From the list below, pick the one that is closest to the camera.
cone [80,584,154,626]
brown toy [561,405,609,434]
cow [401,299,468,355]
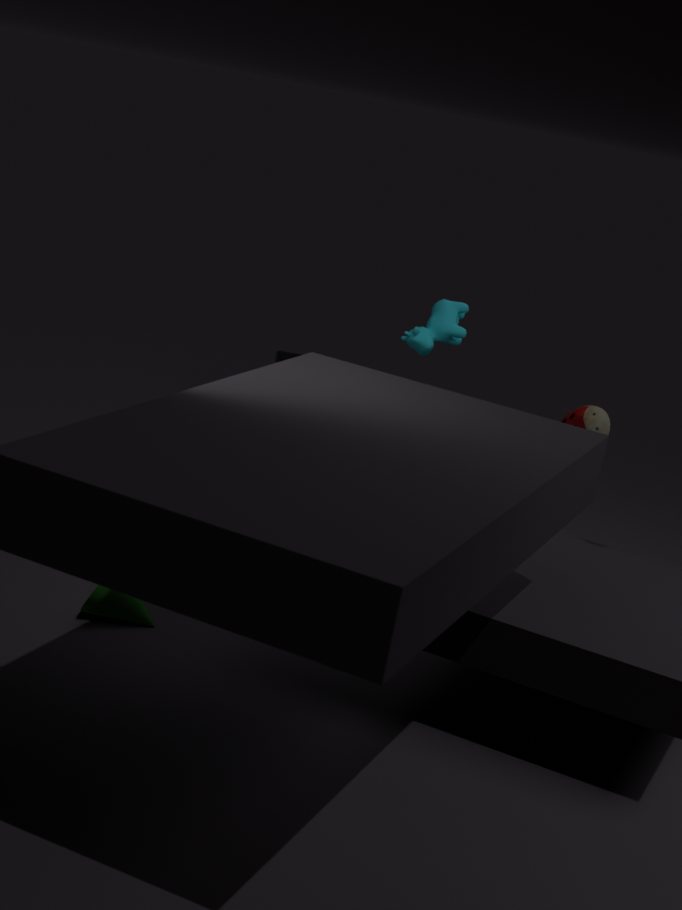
cone [80,584,154,626]
